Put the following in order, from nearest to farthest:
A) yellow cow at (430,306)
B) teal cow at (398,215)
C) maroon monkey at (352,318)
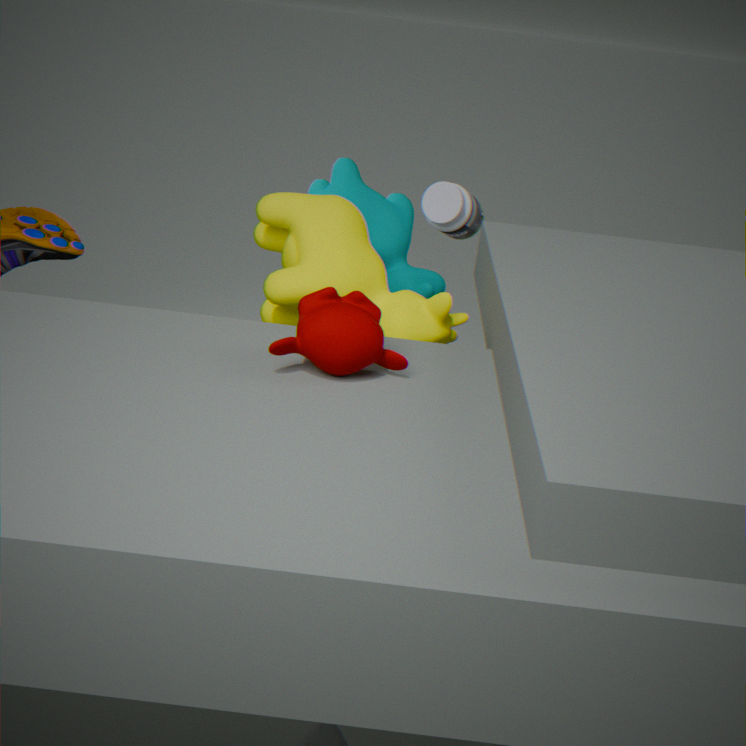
maroon monkey at (352,318) → yellow cow at (430,306) → teal cow at (398,215)
